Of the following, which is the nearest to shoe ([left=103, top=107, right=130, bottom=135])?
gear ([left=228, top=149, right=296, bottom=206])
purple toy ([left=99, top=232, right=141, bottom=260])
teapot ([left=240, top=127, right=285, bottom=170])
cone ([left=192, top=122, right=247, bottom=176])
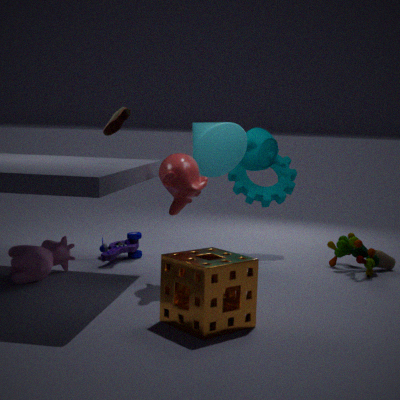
cone ([left=192, top=122, right=247, bottom=176])
